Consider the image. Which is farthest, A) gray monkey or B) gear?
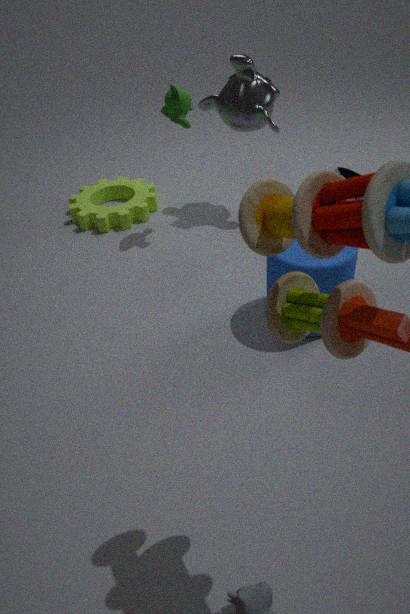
B. gear
